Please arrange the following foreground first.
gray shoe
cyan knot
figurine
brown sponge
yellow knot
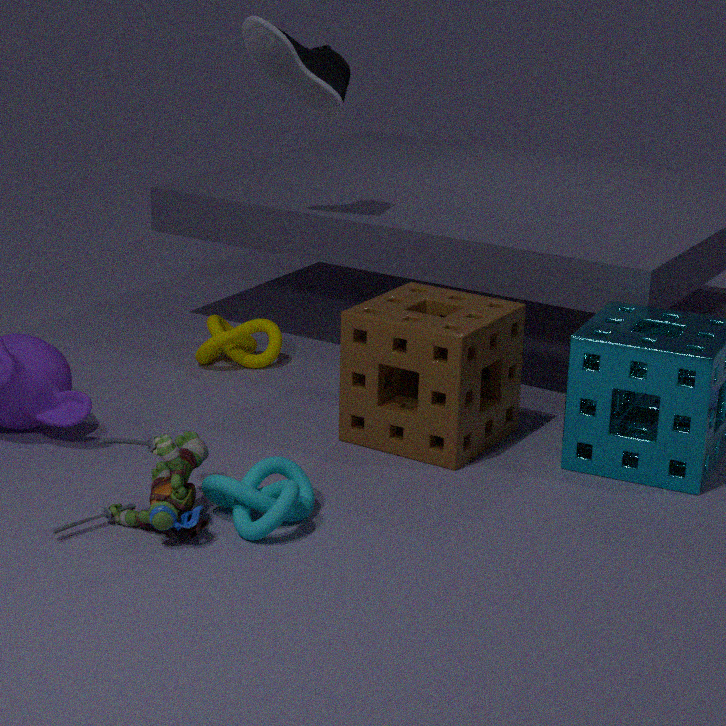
figurine, cyan knot, brown sponge, gray shoe, yellow knot
